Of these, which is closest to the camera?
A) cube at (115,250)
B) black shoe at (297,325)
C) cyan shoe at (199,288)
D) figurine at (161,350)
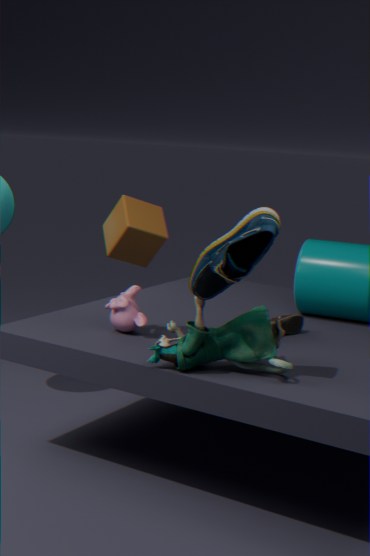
cyan shoe at (199,288)
